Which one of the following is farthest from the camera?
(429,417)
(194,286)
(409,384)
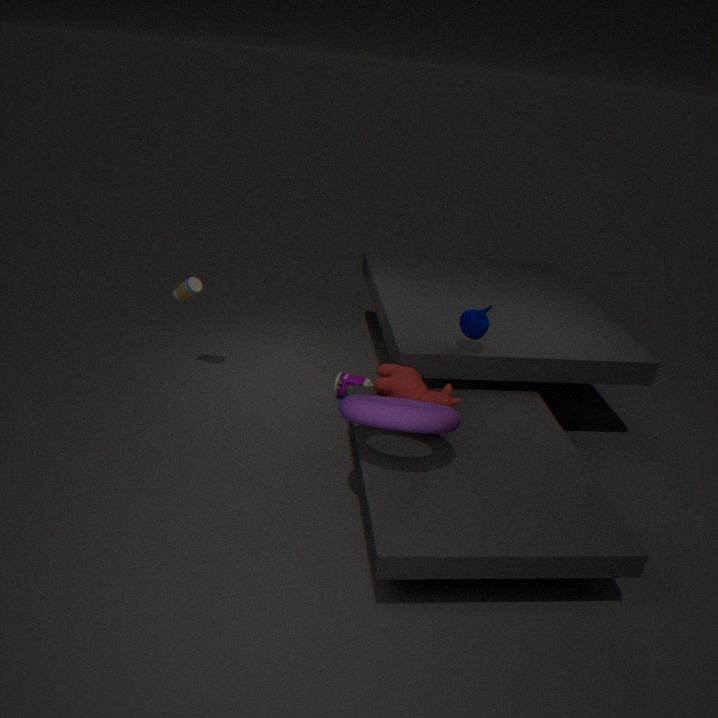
(194,286)
